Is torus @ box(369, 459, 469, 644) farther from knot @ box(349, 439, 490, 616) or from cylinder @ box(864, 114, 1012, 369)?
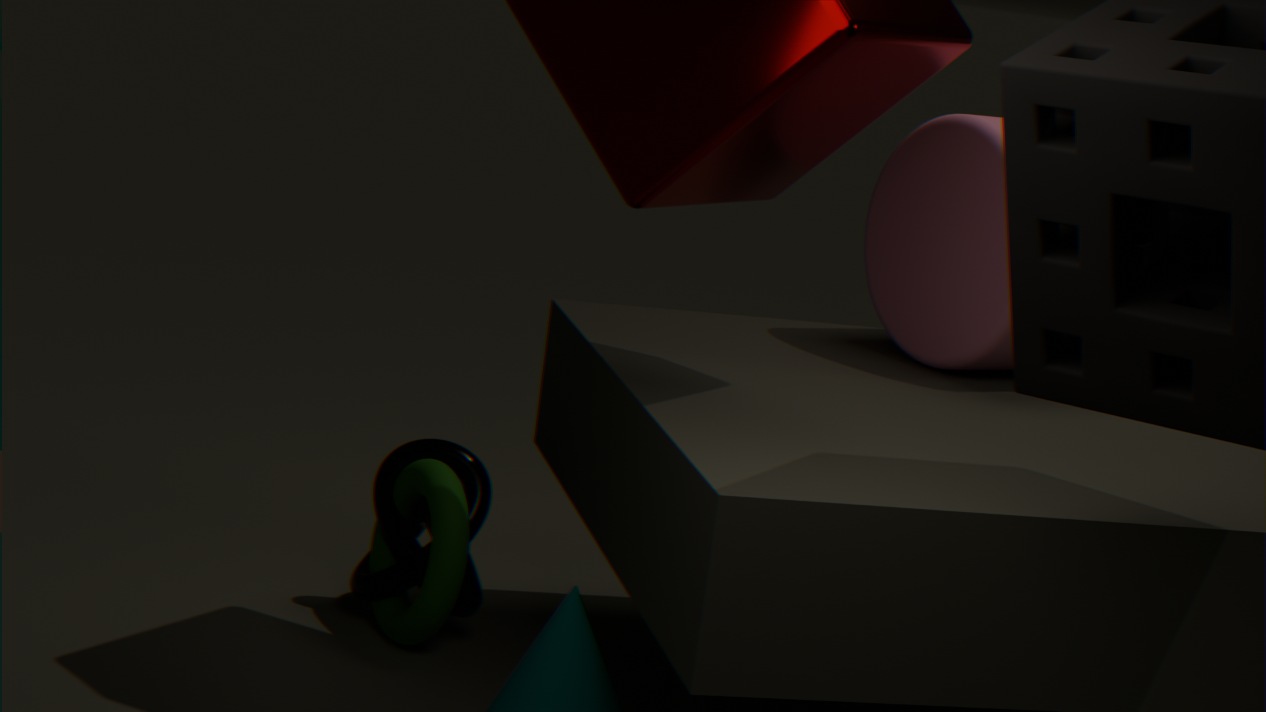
cylinder @ box(864, 114, 1012, 369)
